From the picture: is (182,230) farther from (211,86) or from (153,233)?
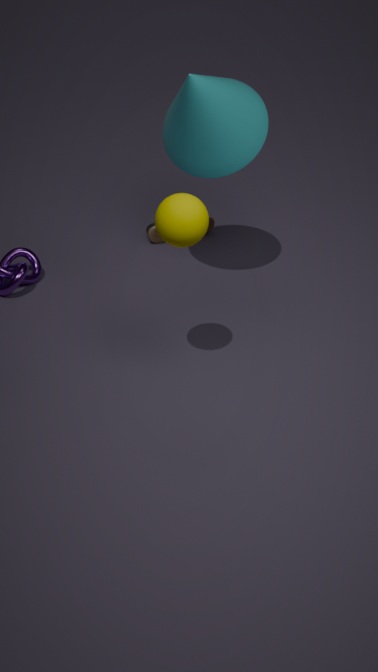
(153,233)
